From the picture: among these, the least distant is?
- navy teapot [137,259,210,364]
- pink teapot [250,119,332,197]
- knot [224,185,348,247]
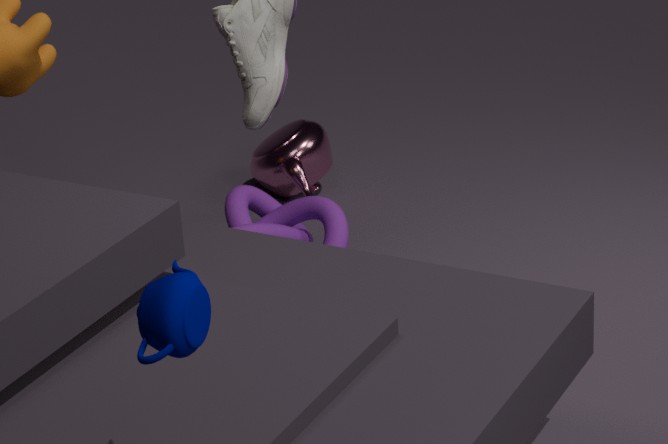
navy teapot [137,259,210,364]
